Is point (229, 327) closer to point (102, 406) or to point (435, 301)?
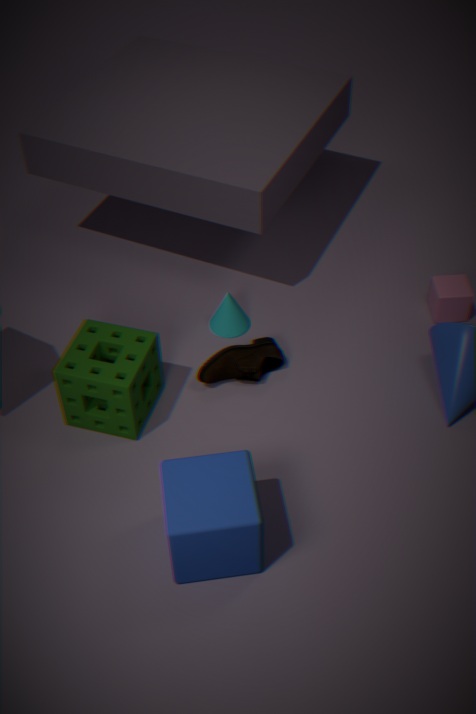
point (102, 406)
